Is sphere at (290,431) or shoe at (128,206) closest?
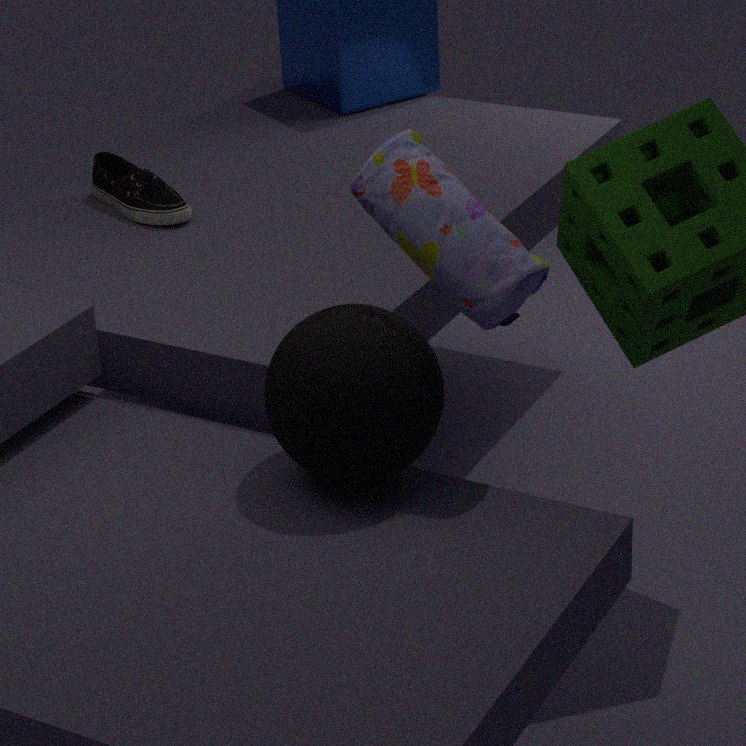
sphere at (290,431)
